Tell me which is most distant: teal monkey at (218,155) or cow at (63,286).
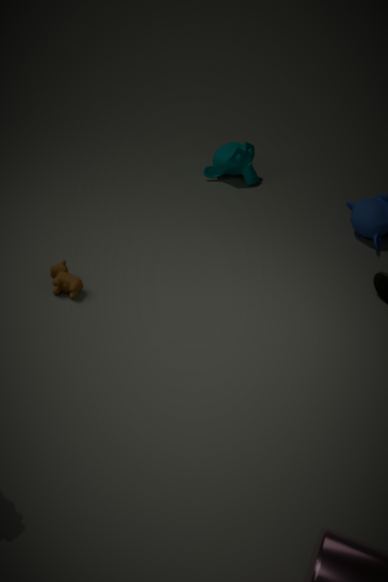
teal monkey at (218,155)
